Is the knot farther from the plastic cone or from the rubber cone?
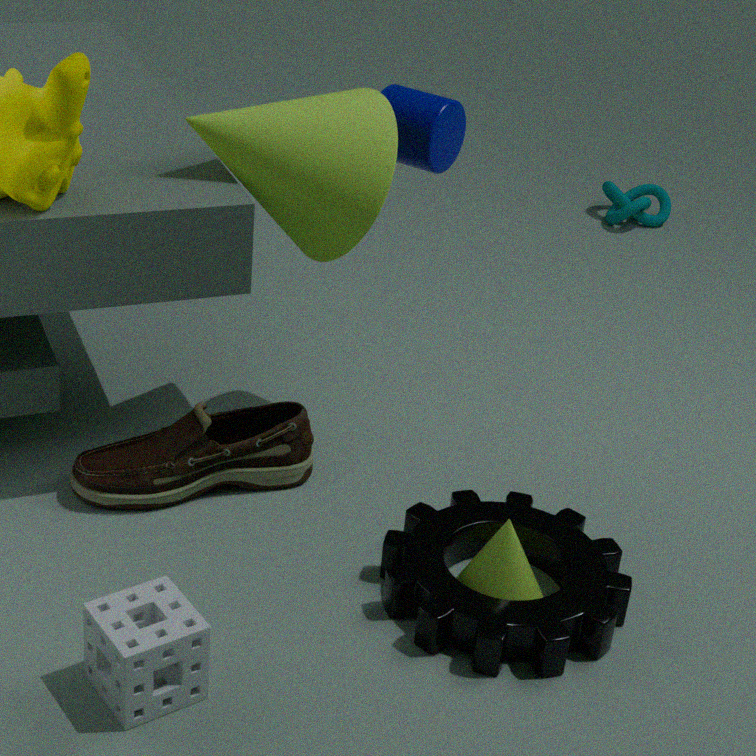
the plastic cone
